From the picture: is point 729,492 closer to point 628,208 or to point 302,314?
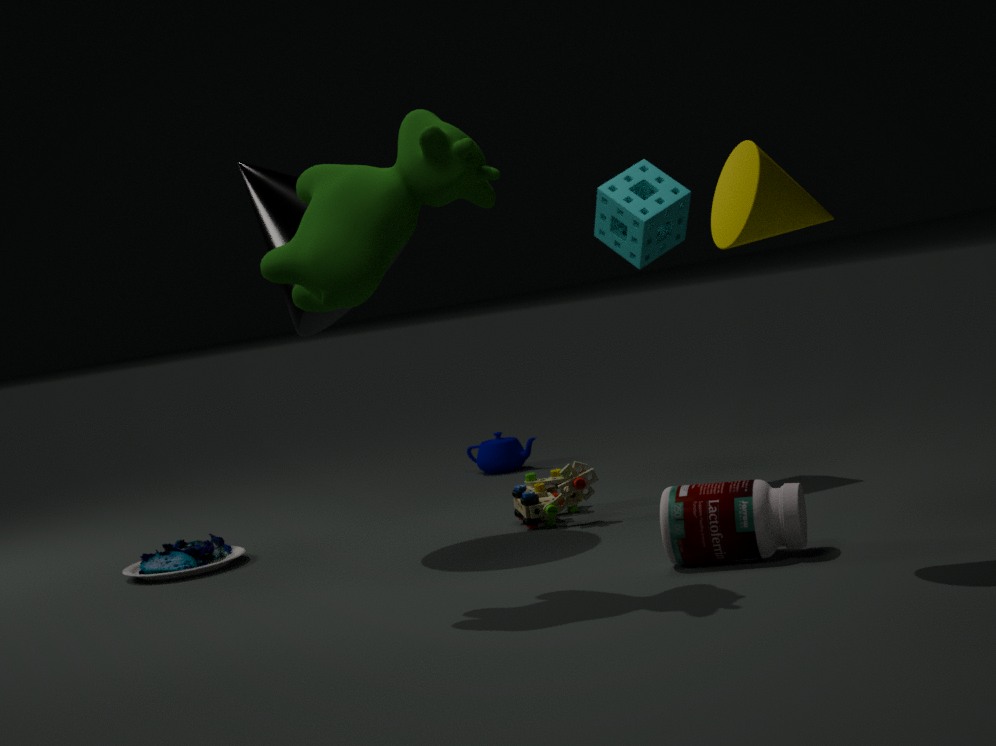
point 628,208
